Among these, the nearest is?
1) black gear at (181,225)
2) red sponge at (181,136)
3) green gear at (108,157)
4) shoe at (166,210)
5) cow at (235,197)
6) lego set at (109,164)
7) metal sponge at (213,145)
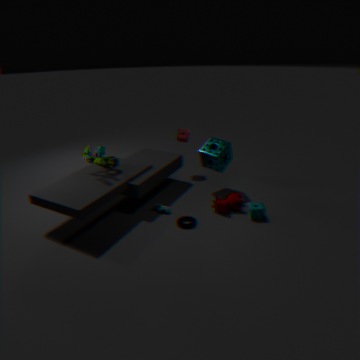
1. black gear at (181,225)
